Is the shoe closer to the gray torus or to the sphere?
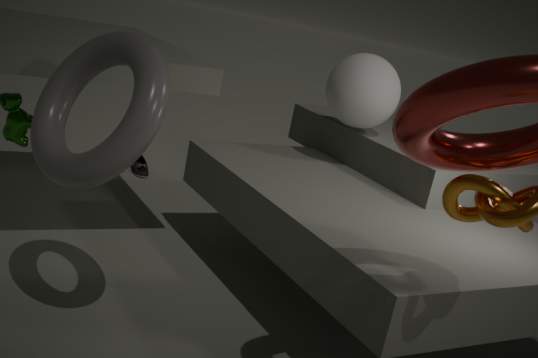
the sphere
